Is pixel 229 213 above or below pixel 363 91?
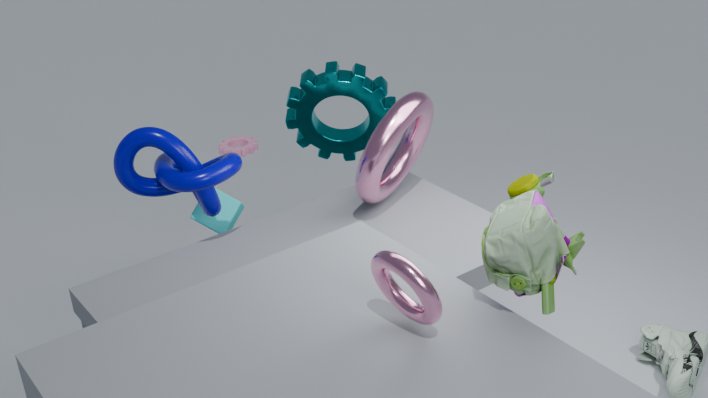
below
